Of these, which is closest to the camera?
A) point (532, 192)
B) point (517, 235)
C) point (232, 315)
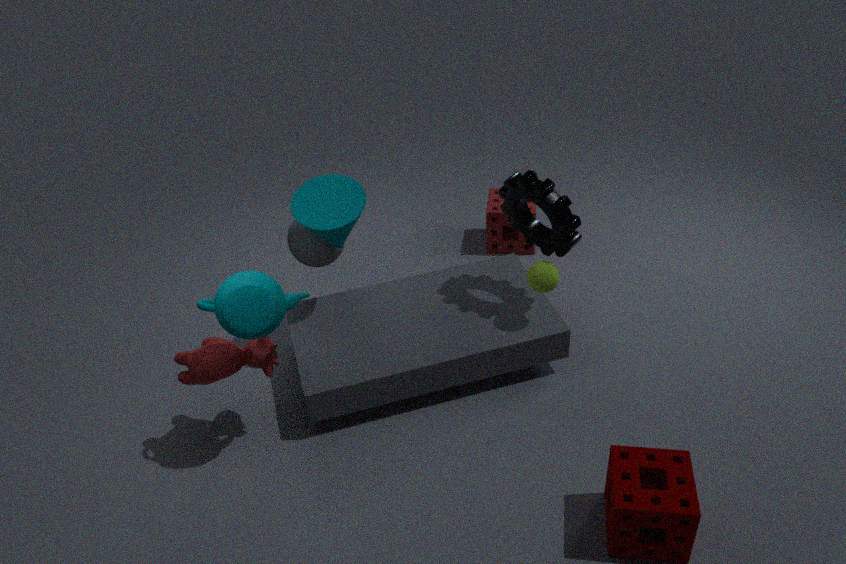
point (232, 315)
